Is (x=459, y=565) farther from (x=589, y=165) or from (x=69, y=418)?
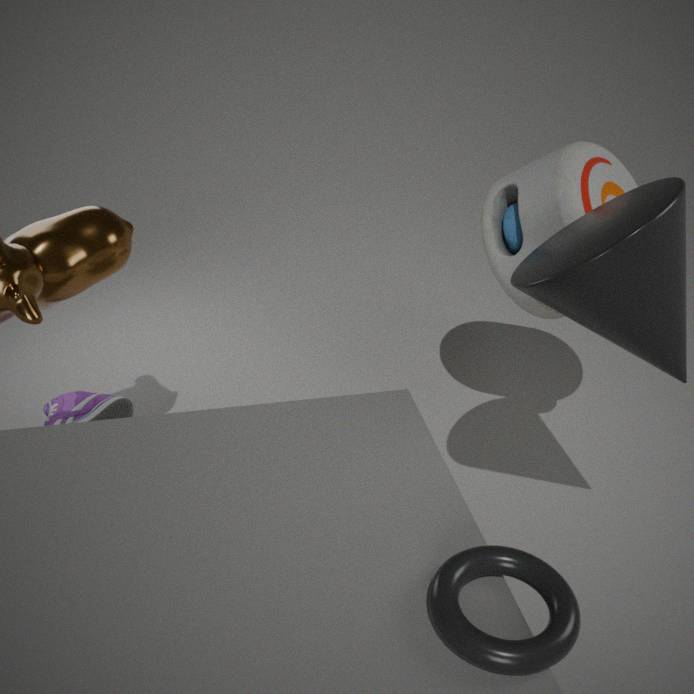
(x=69, y=418)
